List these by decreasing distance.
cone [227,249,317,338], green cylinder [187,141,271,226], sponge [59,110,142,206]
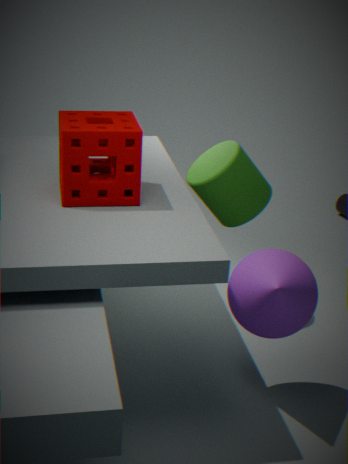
green cylinder [187,141,271,226] → sponge [59,110,142,206] → cone [227,249,317,338]
